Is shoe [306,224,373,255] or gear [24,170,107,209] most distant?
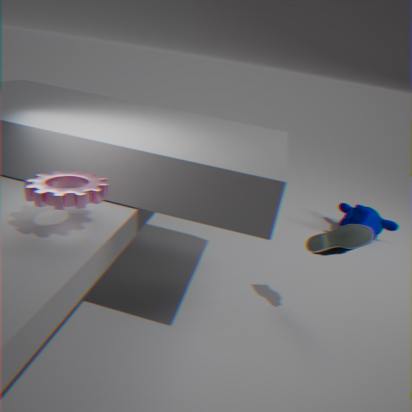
shoe [306,224,373,255]
